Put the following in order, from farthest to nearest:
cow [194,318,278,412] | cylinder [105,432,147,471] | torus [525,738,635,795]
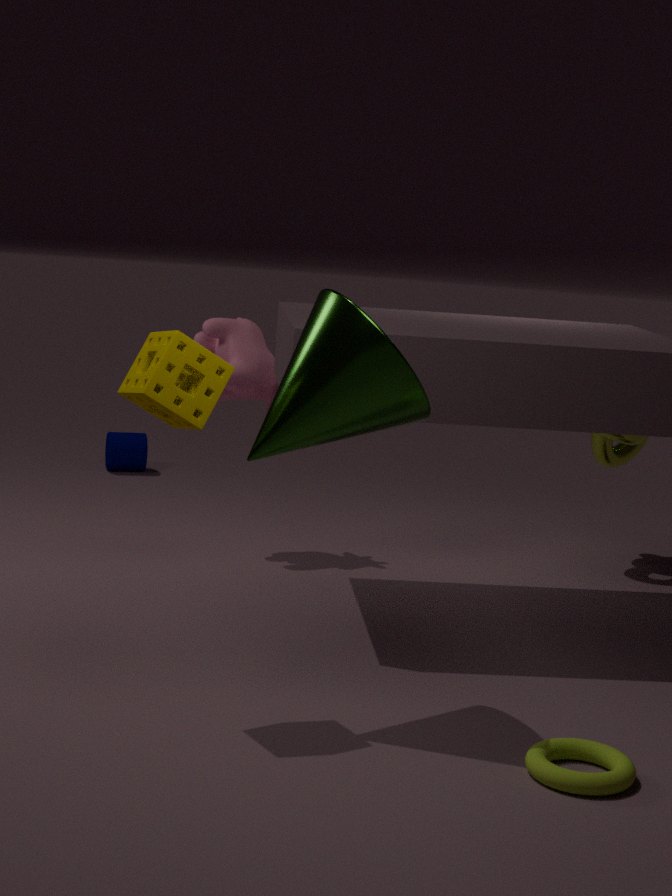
1. cylinder [105,432,147,471]
2. cow [194,318,278,412]
3. torus [525,738,635,795]
